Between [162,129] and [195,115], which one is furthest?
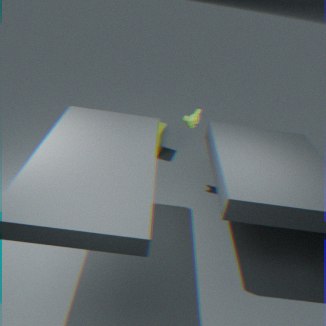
[162,129]
